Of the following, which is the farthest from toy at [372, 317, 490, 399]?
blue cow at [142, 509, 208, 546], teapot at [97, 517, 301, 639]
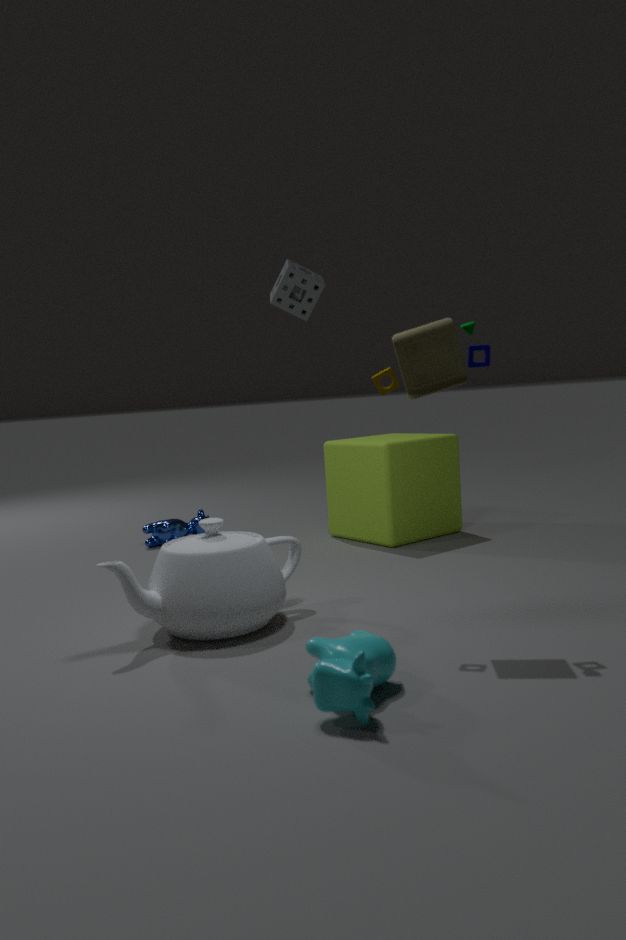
blue cow at [142, 509, 208, 546]
